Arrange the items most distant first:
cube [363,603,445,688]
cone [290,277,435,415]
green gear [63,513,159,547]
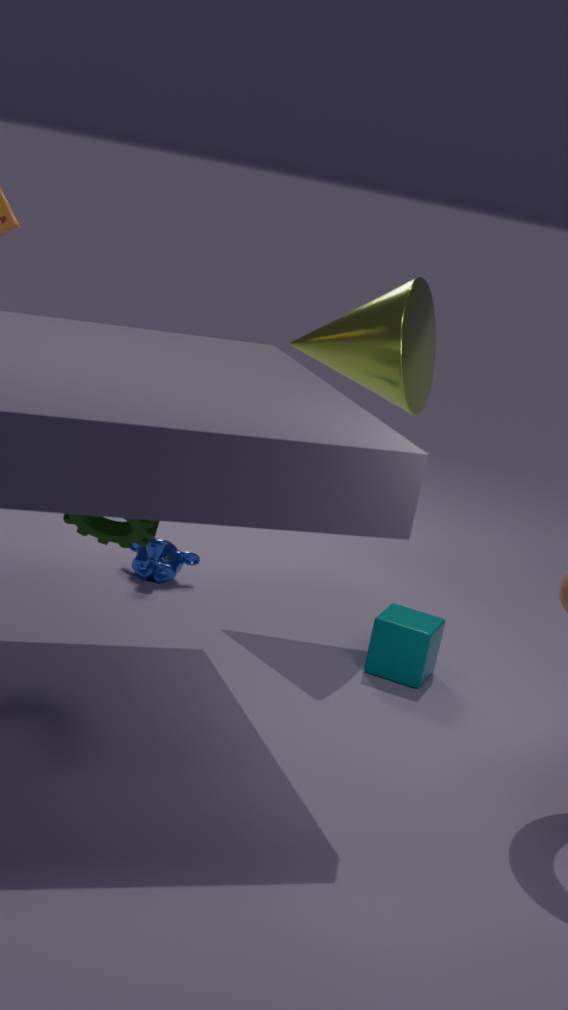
cone [290,277,435,415], cube [363,603,445,688], green gear [63,513,159,547]
